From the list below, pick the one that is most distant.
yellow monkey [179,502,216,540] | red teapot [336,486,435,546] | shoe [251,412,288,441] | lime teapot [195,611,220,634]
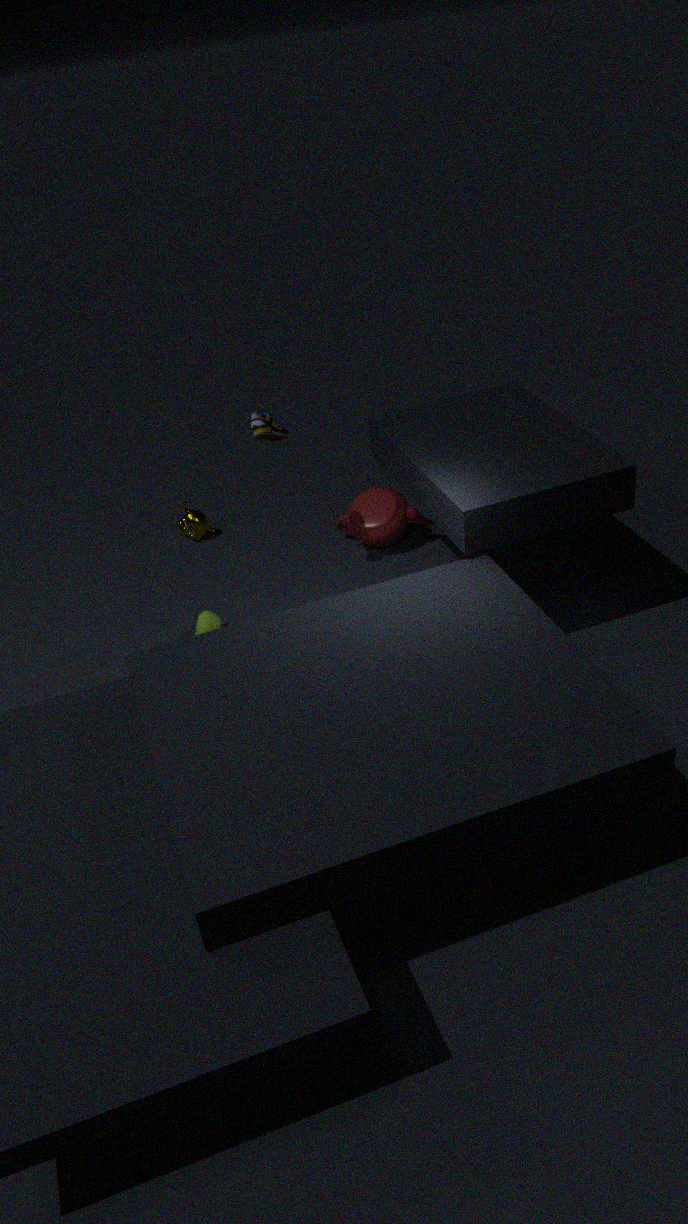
yellow monkey [179,502,216,540]
